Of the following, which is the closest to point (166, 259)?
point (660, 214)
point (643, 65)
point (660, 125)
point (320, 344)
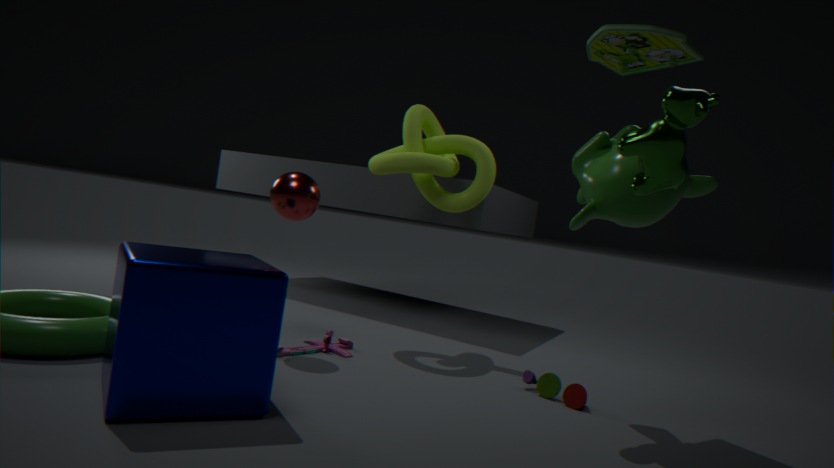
point (320, 344)
